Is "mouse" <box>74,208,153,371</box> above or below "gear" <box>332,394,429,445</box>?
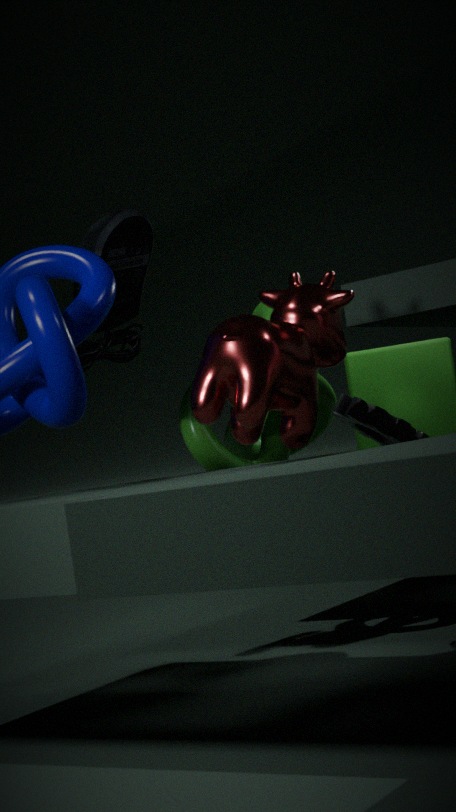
above
